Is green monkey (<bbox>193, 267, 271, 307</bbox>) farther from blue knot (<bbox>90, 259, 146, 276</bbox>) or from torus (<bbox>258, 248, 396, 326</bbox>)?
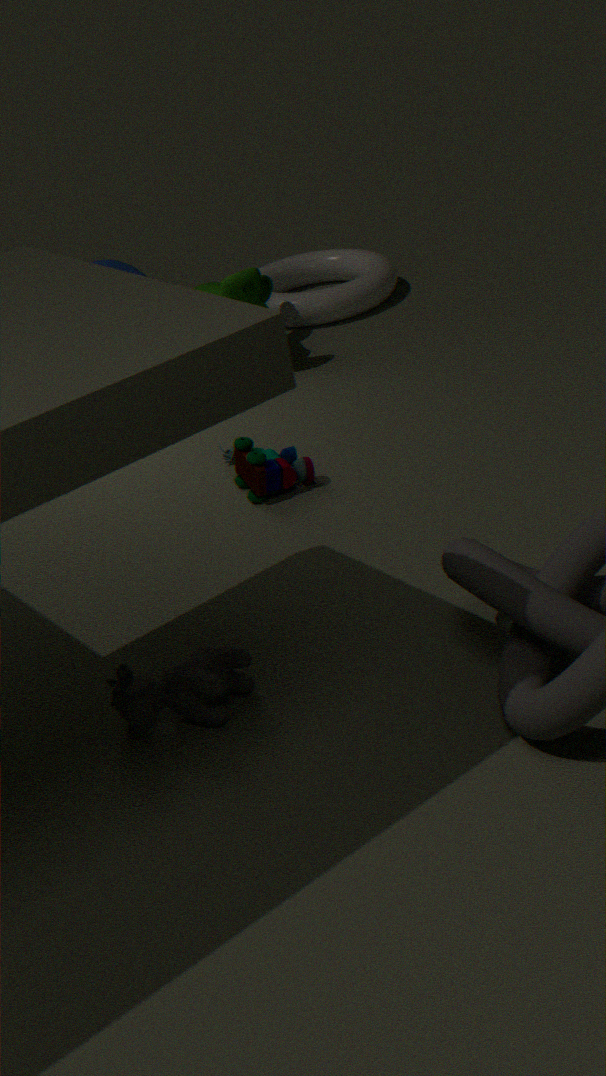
blue knot (<bbox>90, 259, 146, 276</bbox>)
